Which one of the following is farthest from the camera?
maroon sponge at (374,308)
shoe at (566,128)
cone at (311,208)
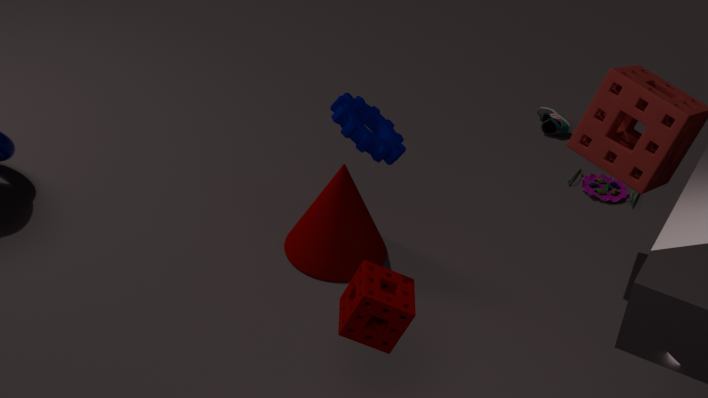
shoe at (566,128)
